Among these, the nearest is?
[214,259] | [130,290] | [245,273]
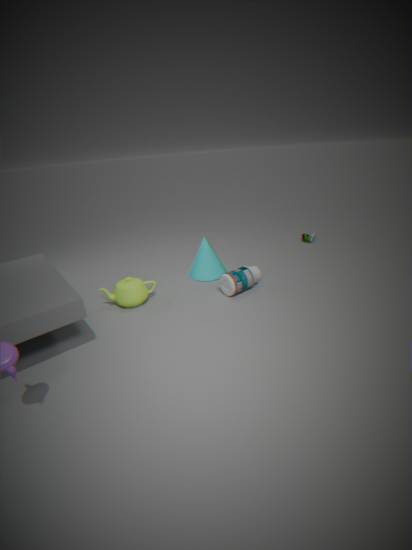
[130,290]
